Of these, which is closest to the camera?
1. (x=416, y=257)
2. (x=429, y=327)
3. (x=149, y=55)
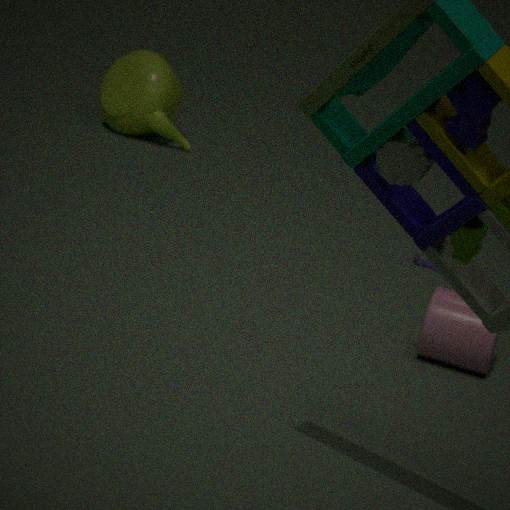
(x=429, y=327)
